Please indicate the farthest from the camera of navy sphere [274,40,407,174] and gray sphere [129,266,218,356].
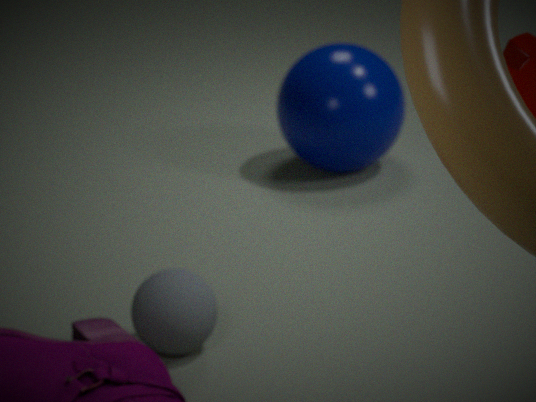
navy sphere [274,40,407,174]
